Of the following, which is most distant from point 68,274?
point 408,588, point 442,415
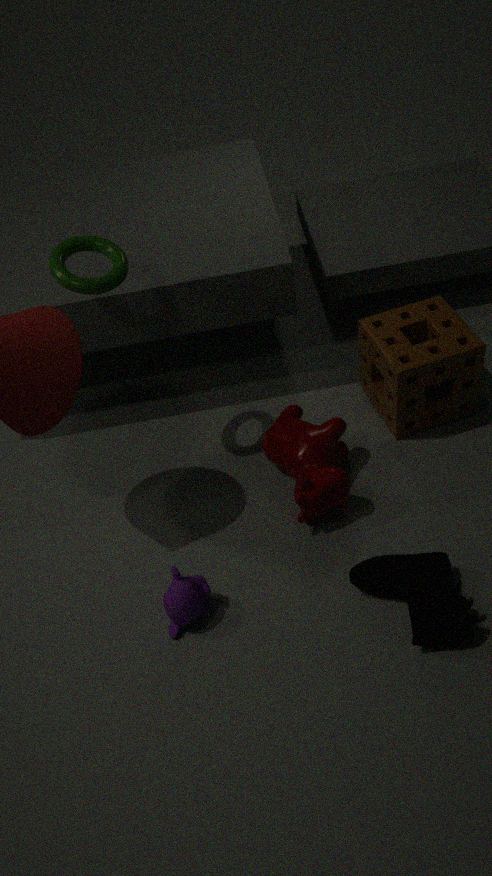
point 408,588
